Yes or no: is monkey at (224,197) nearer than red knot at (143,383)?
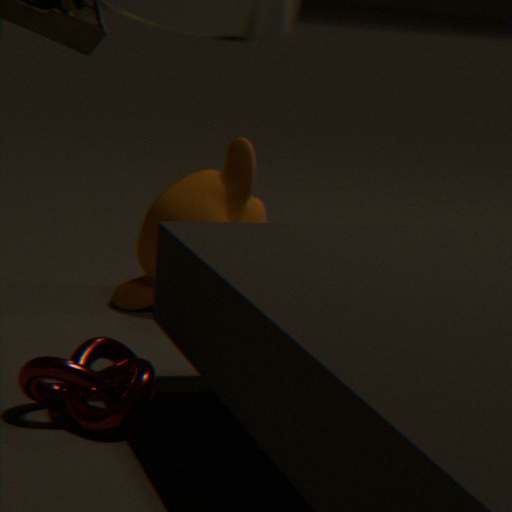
No
